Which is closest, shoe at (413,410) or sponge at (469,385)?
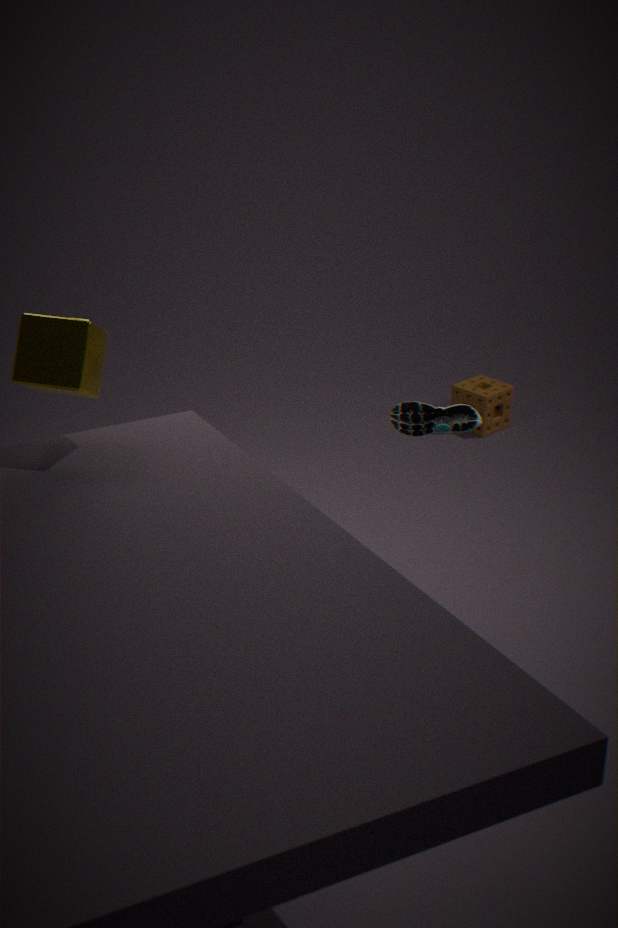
shoe at (413,410)
